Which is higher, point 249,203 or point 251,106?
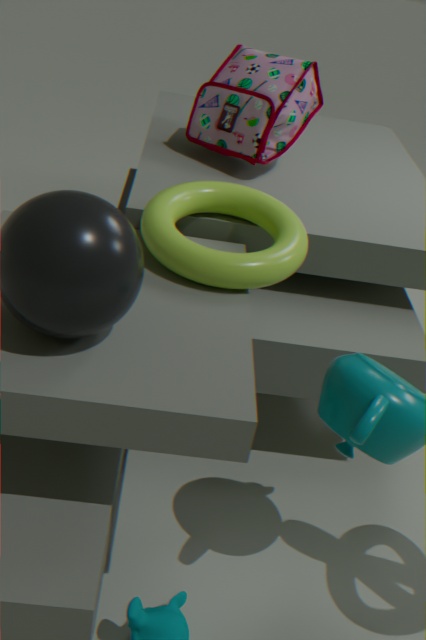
point 251,106
